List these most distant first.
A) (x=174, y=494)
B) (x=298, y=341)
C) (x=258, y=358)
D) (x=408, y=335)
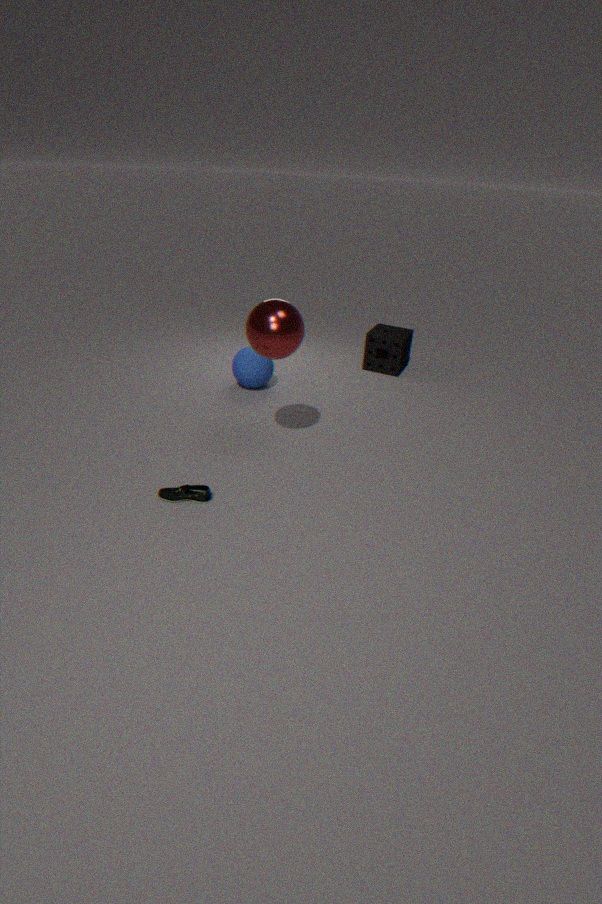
(x=408, y=335) < (x=258, y=358) < (x=298, y=341) < (x=174, y=494)
